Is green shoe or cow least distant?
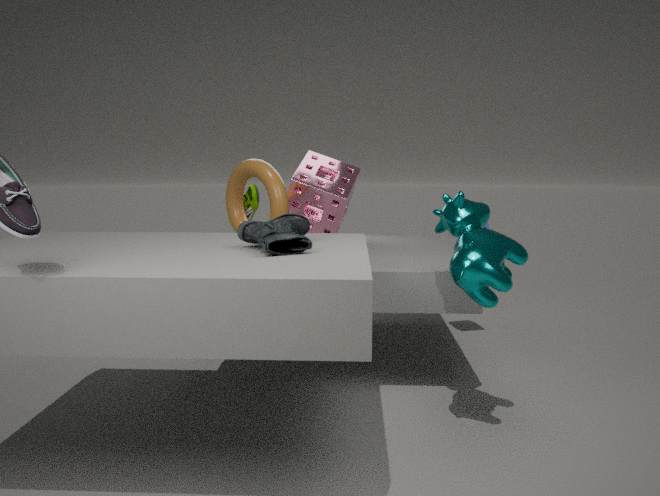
cow
